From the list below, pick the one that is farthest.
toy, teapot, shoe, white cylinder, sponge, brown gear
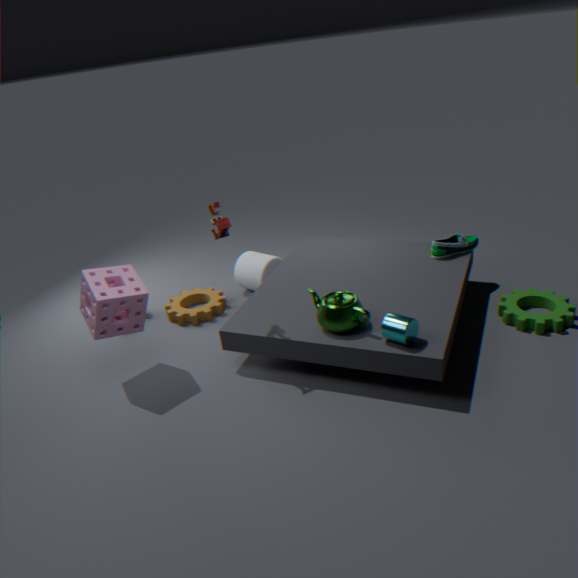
white cylinder
